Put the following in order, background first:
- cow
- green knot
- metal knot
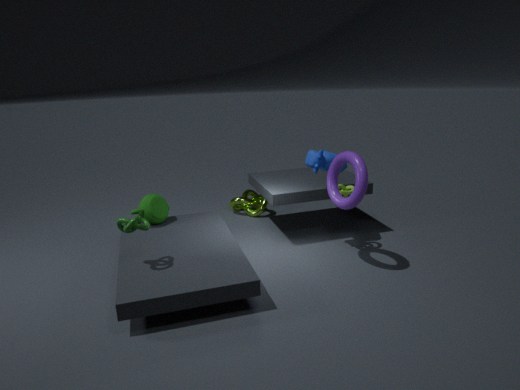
metal knot → cow → green knot
